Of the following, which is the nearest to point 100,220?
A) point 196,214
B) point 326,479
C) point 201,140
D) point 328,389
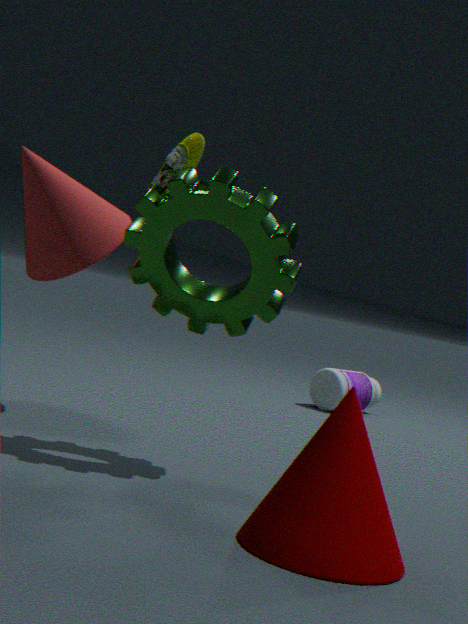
point 201,140
